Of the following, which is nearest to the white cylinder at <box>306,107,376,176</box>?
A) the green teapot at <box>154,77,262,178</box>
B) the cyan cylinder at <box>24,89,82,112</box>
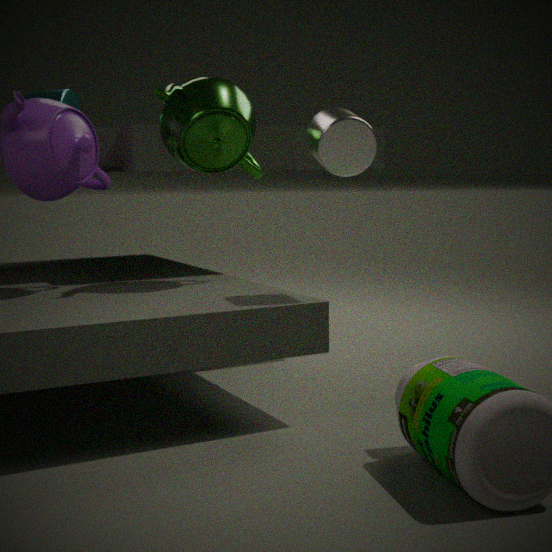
the green teapot at <box>154,77,262,178</box>
